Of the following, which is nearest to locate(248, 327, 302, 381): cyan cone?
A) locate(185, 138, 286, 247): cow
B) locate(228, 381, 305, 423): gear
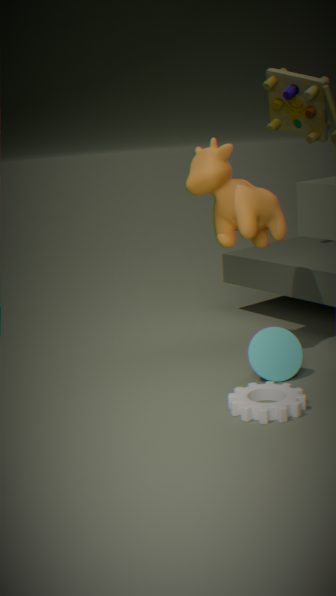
locate(228, 381, 305, 423): gear
